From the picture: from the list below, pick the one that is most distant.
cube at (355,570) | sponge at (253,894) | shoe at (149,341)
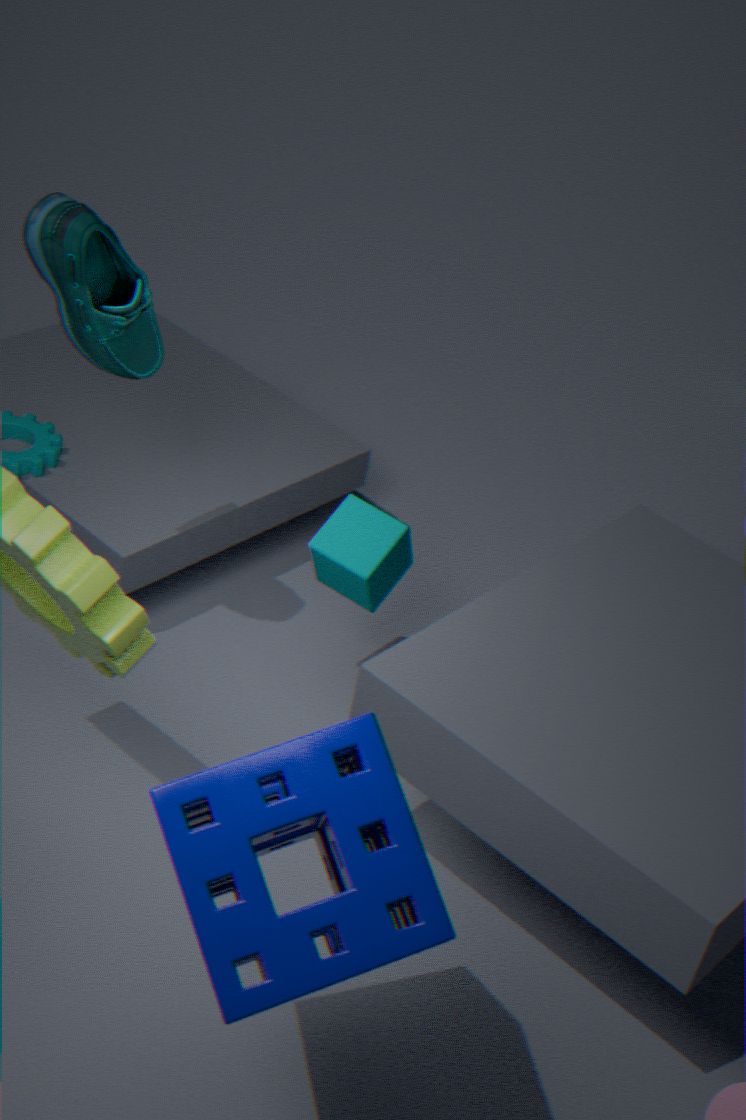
cube at (355,570)
